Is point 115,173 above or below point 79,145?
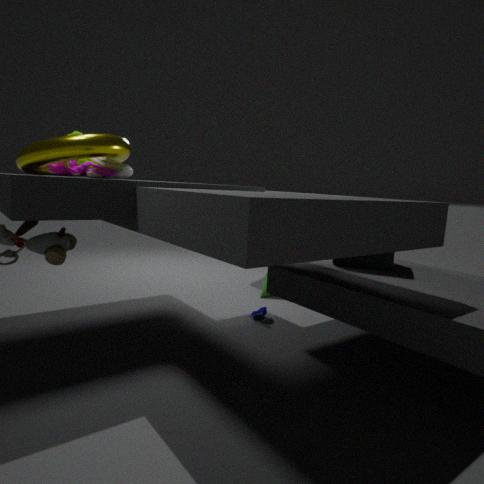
below
